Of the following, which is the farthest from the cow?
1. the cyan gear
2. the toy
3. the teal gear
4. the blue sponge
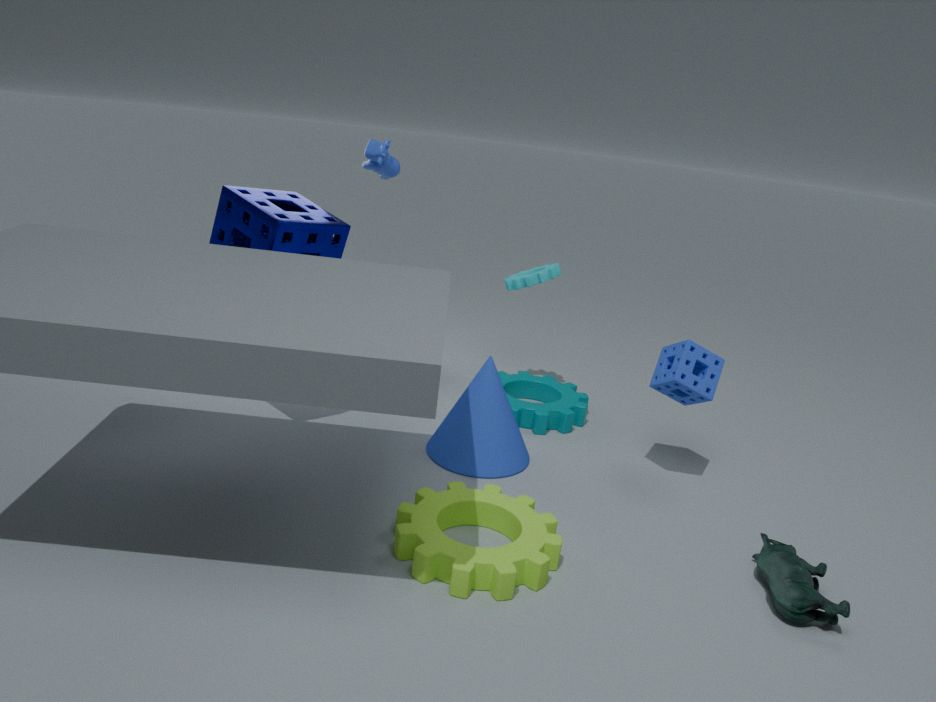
the toy
